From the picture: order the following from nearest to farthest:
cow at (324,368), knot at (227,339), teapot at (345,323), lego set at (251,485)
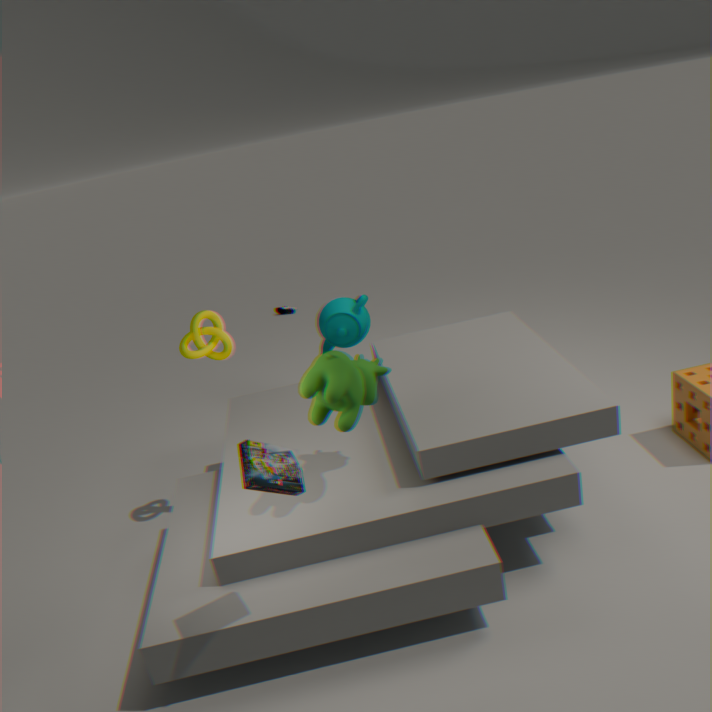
1. lego set at (251,485)
2. cow at (324,368)
3. knot at (227,339)
4. teapot at (345,323)
